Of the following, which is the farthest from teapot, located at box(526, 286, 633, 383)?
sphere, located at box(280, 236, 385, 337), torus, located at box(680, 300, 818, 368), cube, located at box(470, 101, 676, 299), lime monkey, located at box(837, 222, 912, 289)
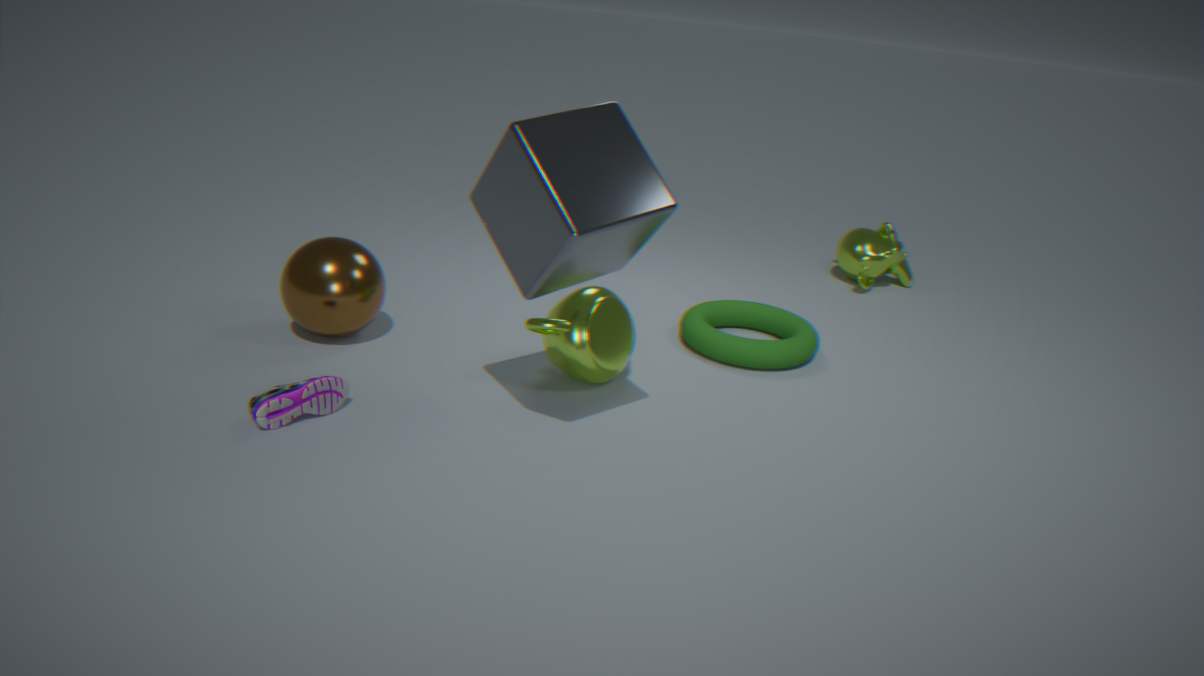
→ lime monkey, located at box(837, 222, 912, 289)
